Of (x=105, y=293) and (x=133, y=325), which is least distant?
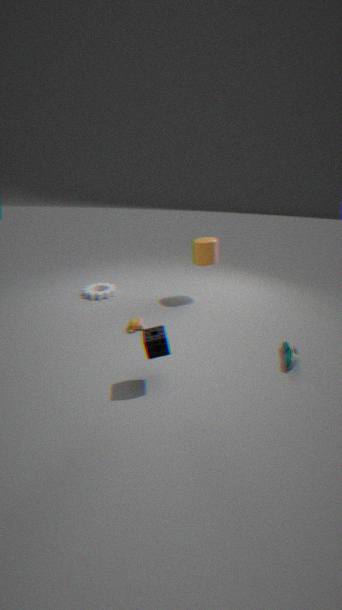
(x=133, y=325)
